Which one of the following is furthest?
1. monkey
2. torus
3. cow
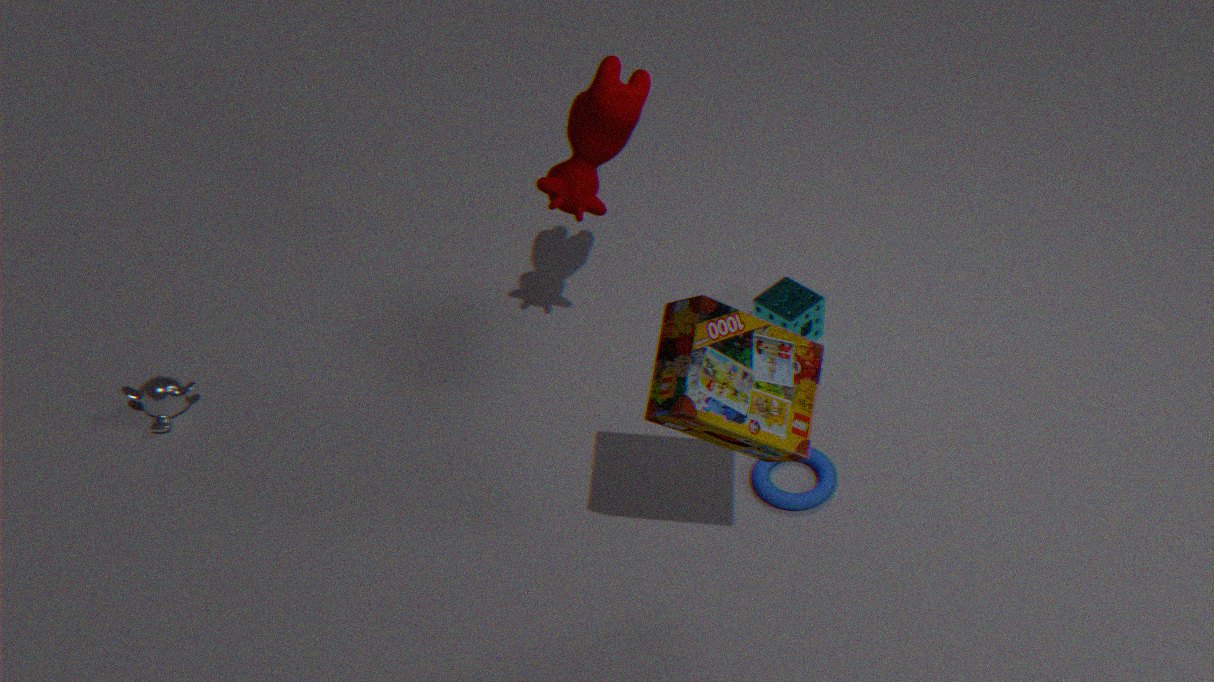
monkey
